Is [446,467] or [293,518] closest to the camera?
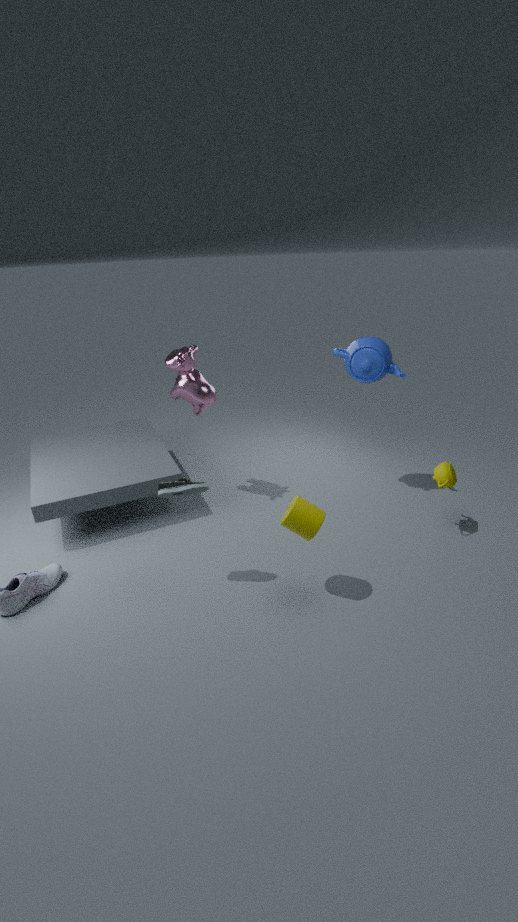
[293,518]
